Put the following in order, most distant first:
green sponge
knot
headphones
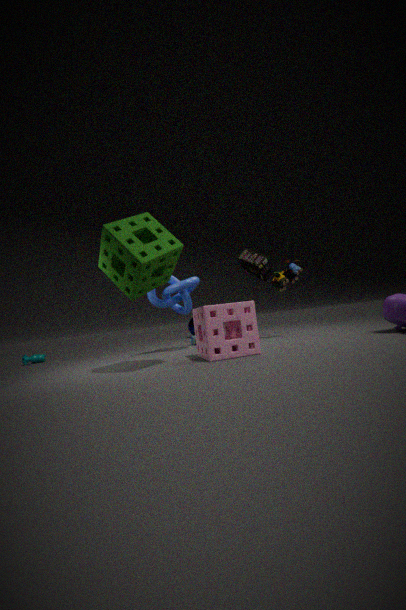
1. headphones
2. knot
3. green sponge
